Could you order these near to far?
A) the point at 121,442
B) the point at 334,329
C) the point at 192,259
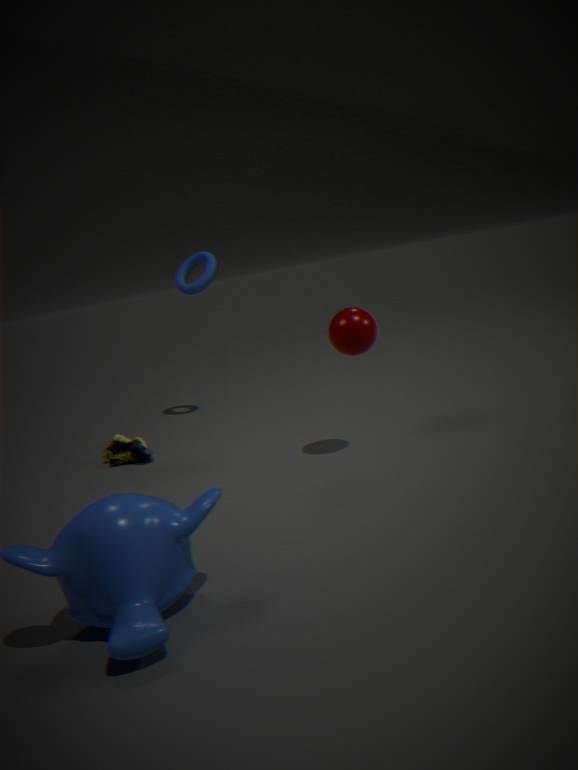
the point at 334,329, the point at 121,442, the point at 192,259
